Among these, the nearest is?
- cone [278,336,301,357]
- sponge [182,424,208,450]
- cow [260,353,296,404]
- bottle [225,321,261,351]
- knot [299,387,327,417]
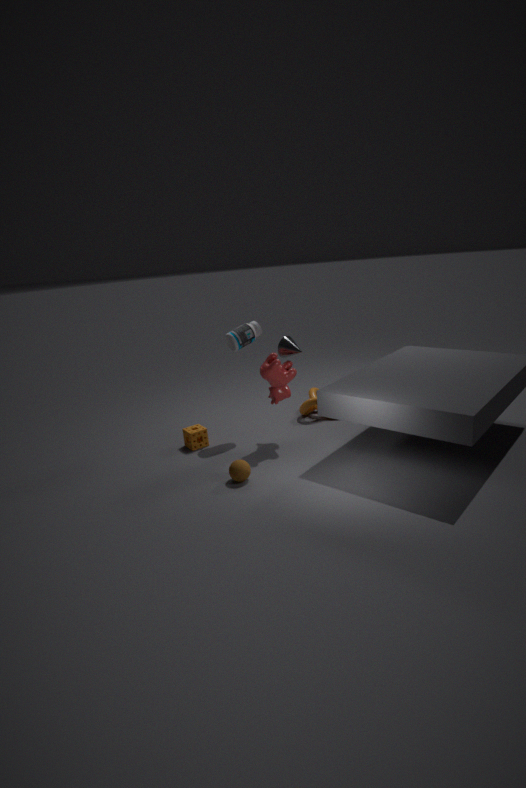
cow [260,353,296,404]
